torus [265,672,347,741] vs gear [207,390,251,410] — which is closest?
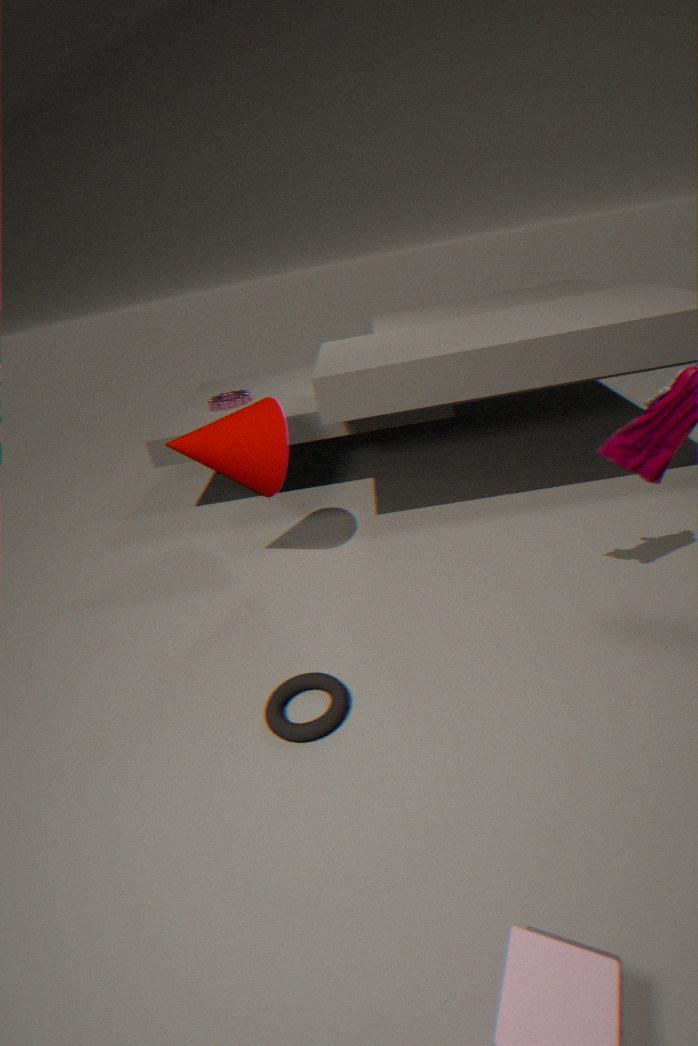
torus [265,672,347,741]
